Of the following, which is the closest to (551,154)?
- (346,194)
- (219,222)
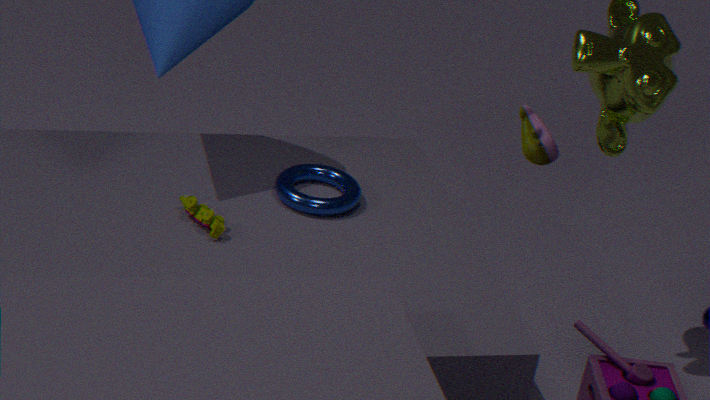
(346,194)
